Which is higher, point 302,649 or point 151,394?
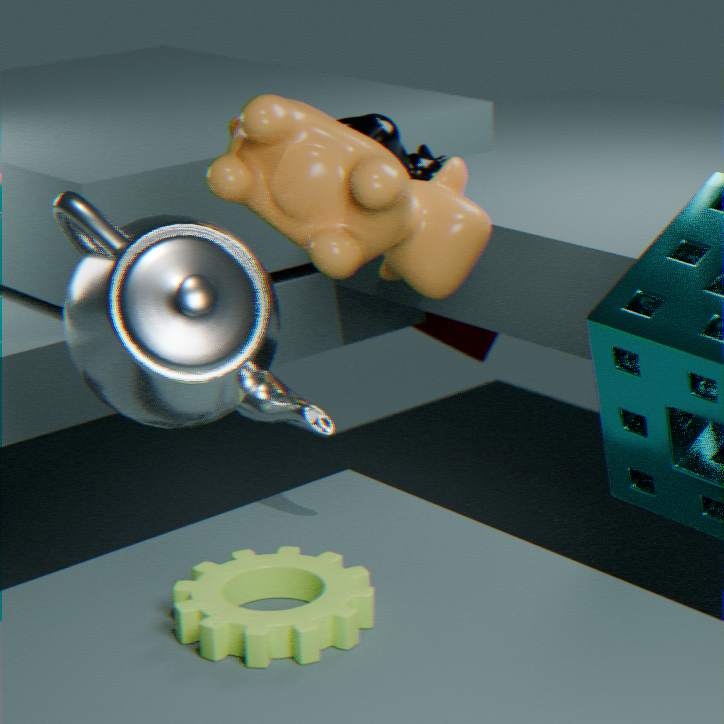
point 151,394
